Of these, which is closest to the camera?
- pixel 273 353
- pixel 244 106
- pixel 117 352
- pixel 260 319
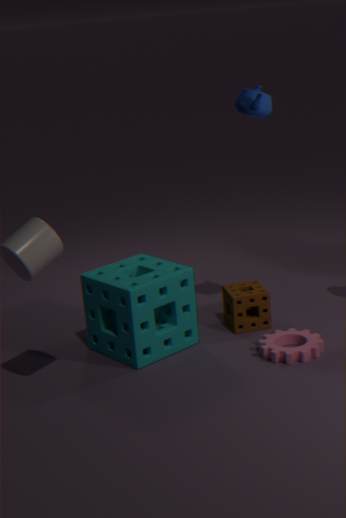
pixel 244 106
